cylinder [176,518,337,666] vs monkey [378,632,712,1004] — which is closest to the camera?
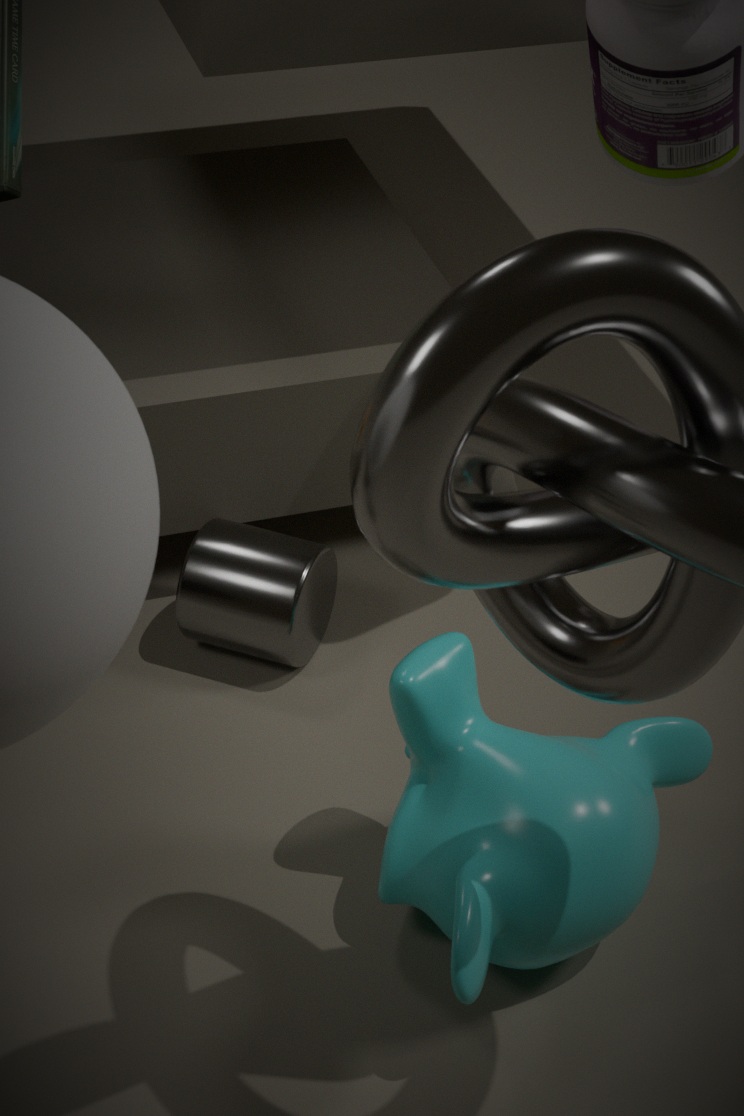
monkey [378,632,712,1004]
